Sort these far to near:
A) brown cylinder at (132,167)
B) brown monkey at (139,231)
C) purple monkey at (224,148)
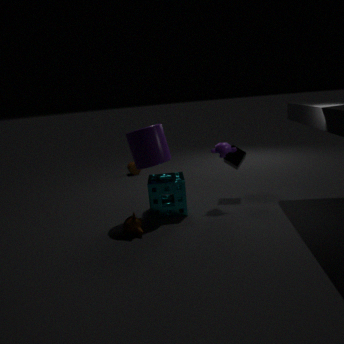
1. brown cylinder at (132,167)
2. purple monkey at (224,148)
3. brown monkey at (139,231)
